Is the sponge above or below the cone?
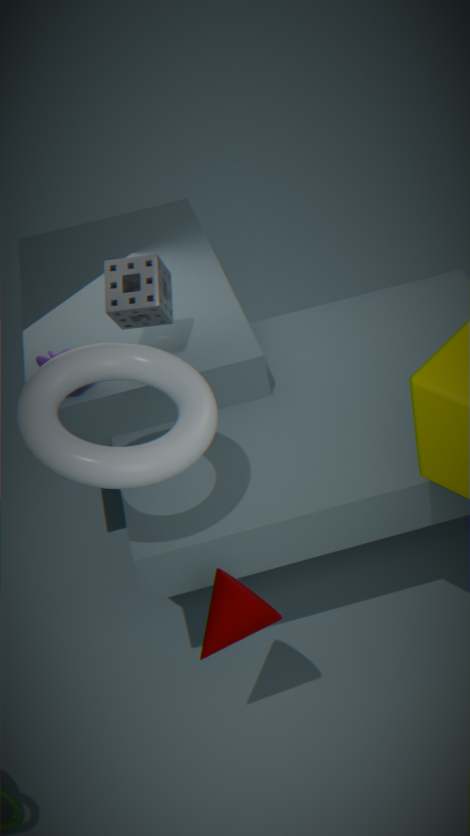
above
